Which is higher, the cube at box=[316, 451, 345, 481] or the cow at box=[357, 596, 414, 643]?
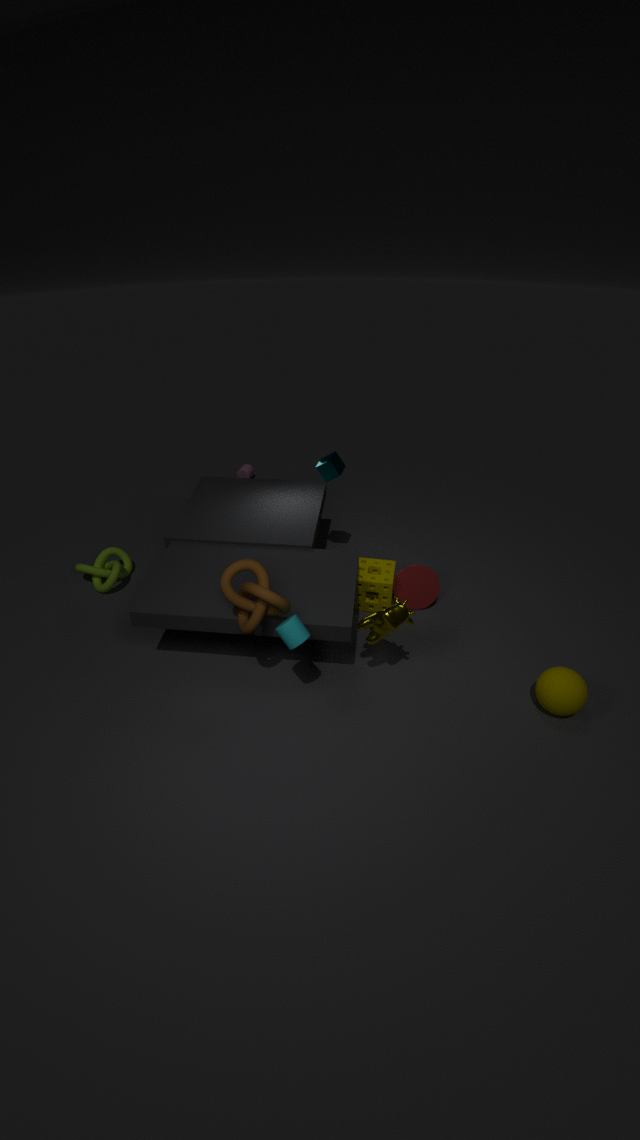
the cube at box=[316, 451, 345, 481]
